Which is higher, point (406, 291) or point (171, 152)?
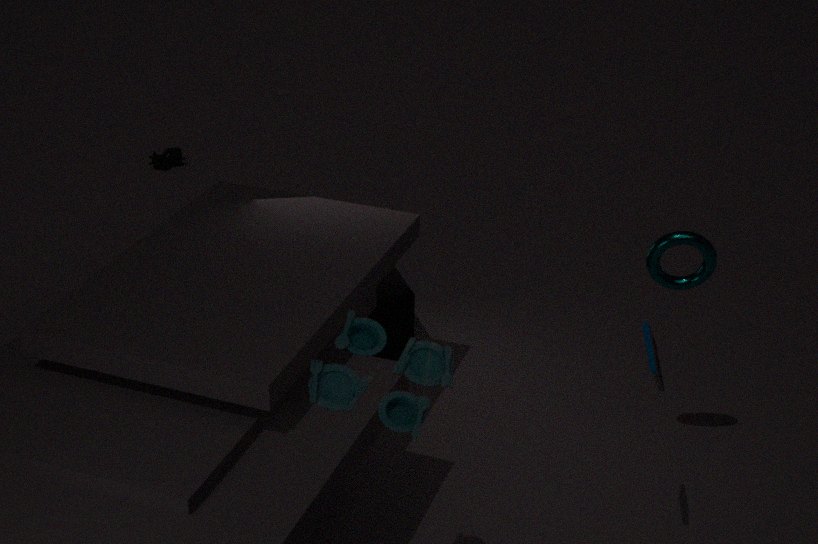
point (406, 291)
